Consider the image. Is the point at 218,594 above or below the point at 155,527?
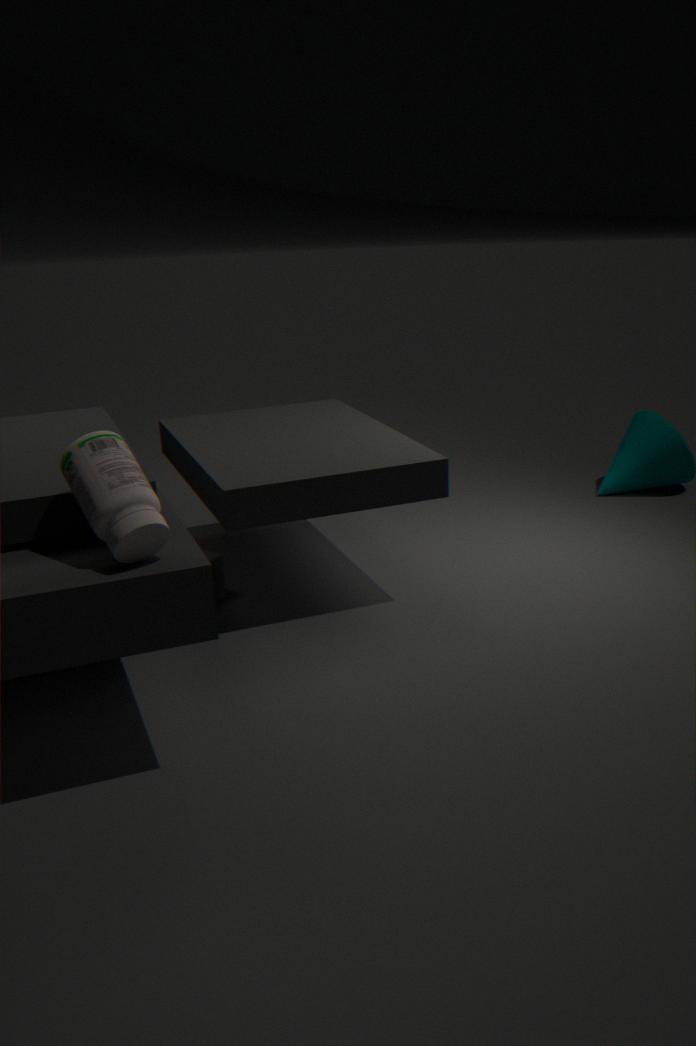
below
